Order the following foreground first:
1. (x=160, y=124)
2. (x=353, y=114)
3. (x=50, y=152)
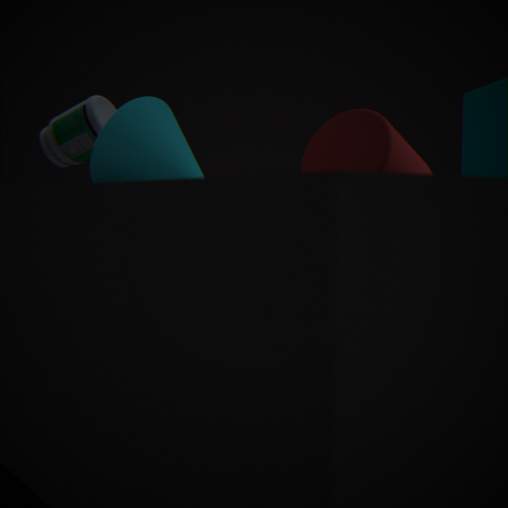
(x=160, y=124) < (x=353, y=114) < (x=50, y=152)
